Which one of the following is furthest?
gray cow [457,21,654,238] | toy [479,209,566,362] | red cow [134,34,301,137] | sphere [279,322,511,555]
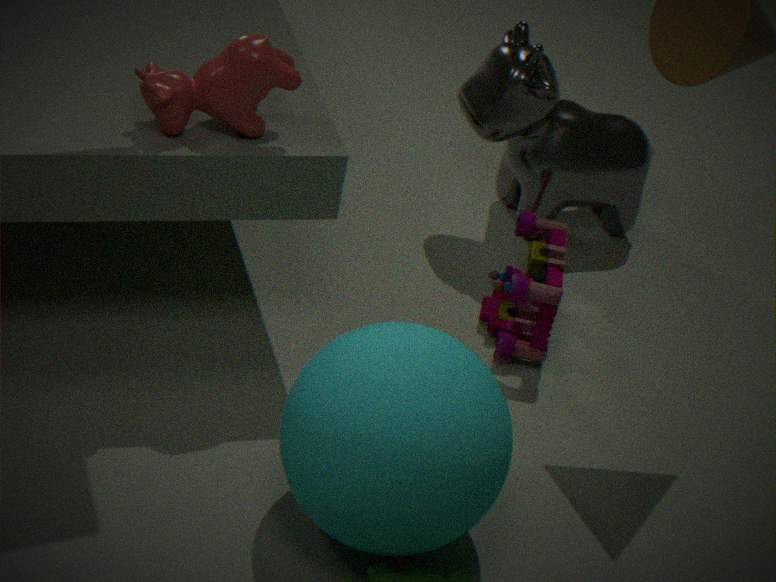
gray cow [457,21,654,238]
